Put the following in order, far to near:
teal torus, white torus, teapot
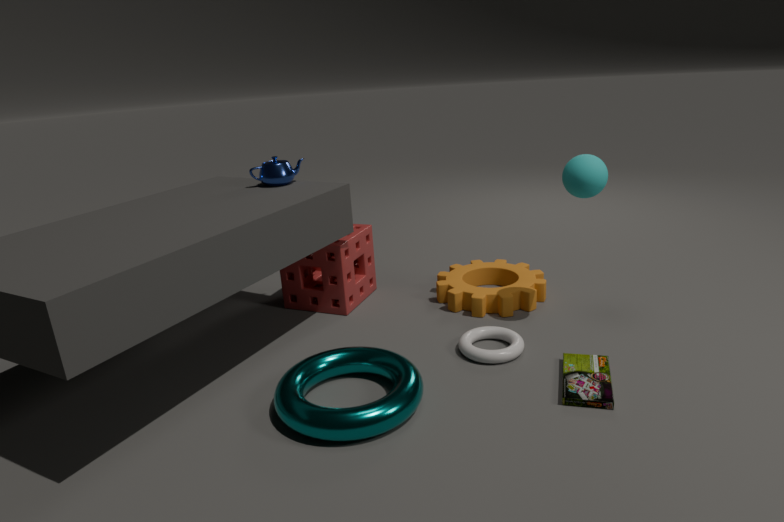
1. teapot
2. white torus
3. teal torus
